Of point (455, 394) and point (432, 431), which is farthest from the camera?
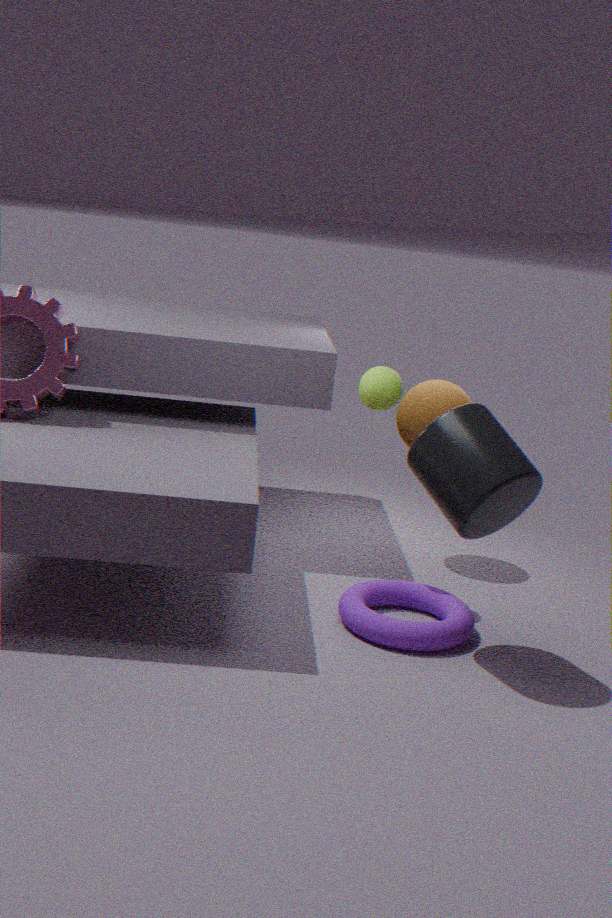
point (455, 394)
